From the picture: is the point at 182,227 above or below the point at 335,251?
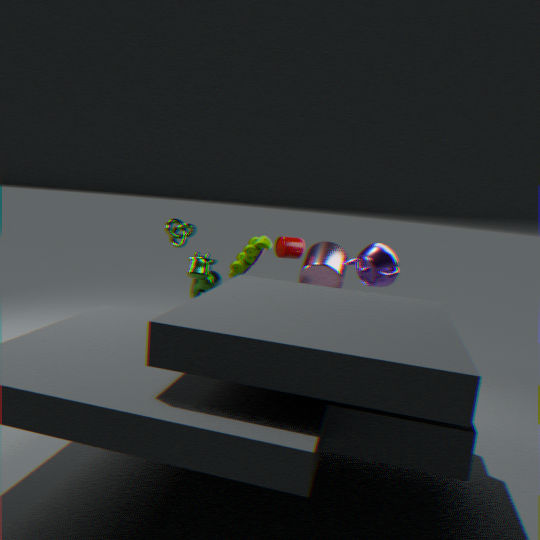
above
